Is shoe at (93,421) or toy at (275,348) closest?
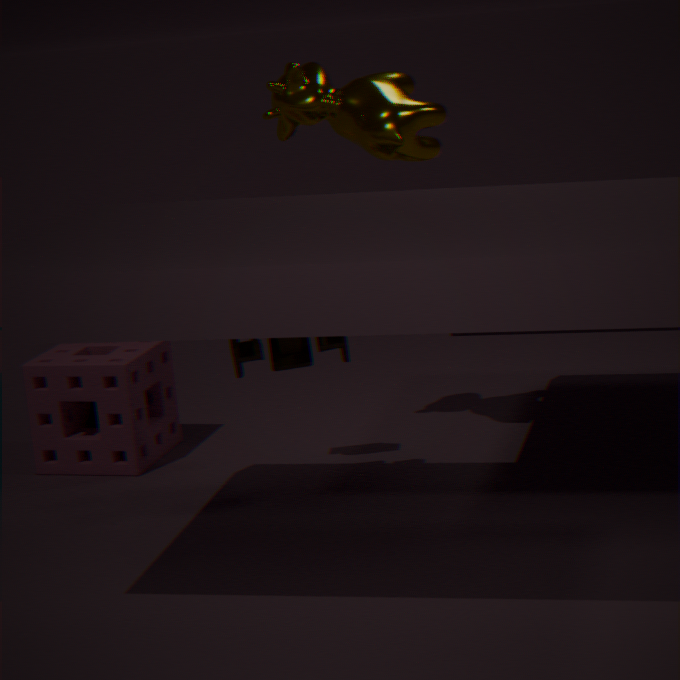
toy at (275,348)
